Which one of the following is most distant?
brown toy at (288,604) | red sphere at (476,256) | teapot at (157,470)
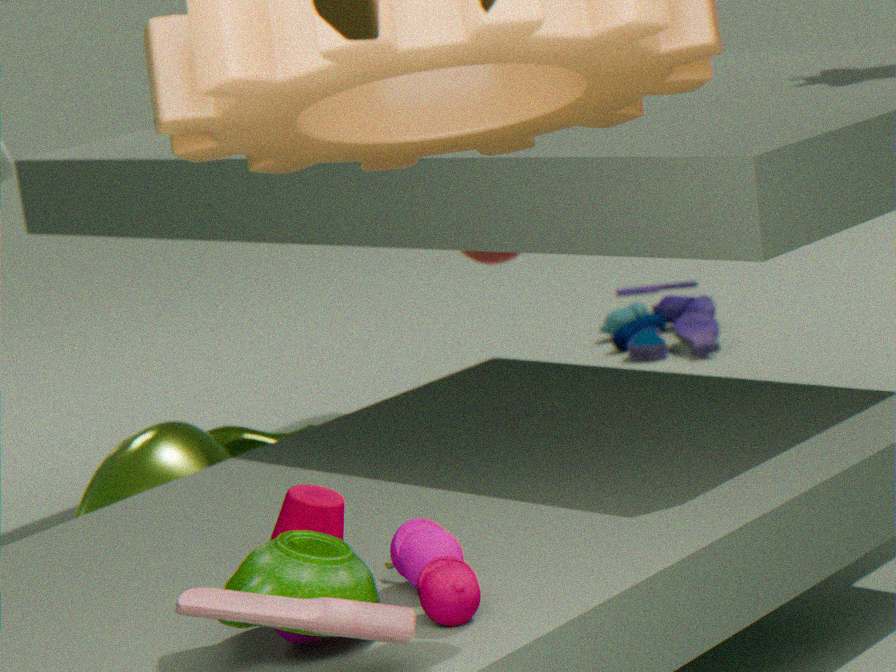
red sphere at (476,256)
